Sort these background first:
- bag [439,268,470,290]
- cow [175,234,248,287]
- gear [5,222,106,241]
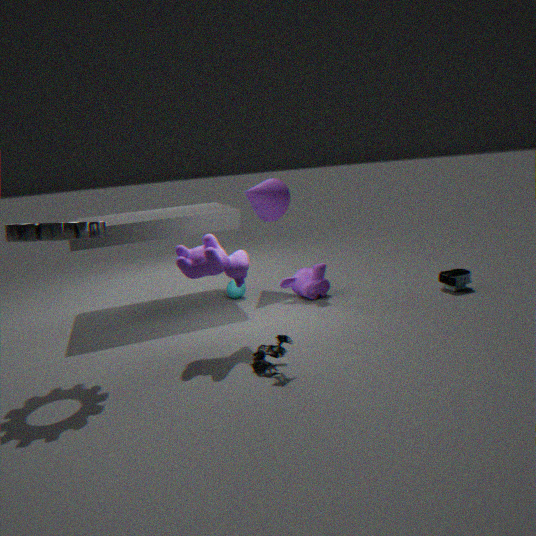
bag [439,268,470,290] < cow [175,234,248,287] < gear [5,222,106,241]
